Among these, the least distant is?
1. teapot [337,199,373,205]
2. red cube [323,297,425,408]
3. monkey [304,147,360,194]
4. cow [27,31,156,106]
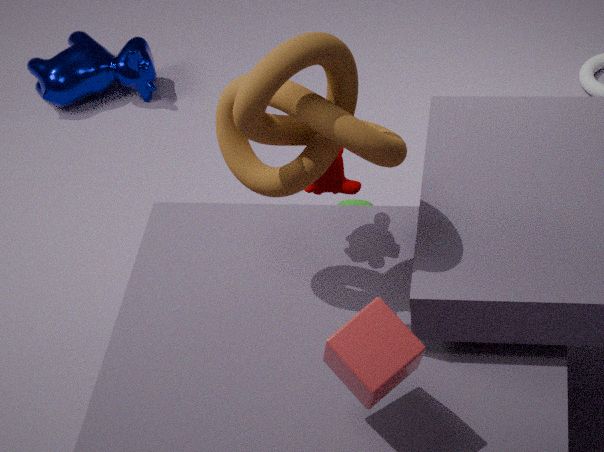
red cube [323,297,425,408]
